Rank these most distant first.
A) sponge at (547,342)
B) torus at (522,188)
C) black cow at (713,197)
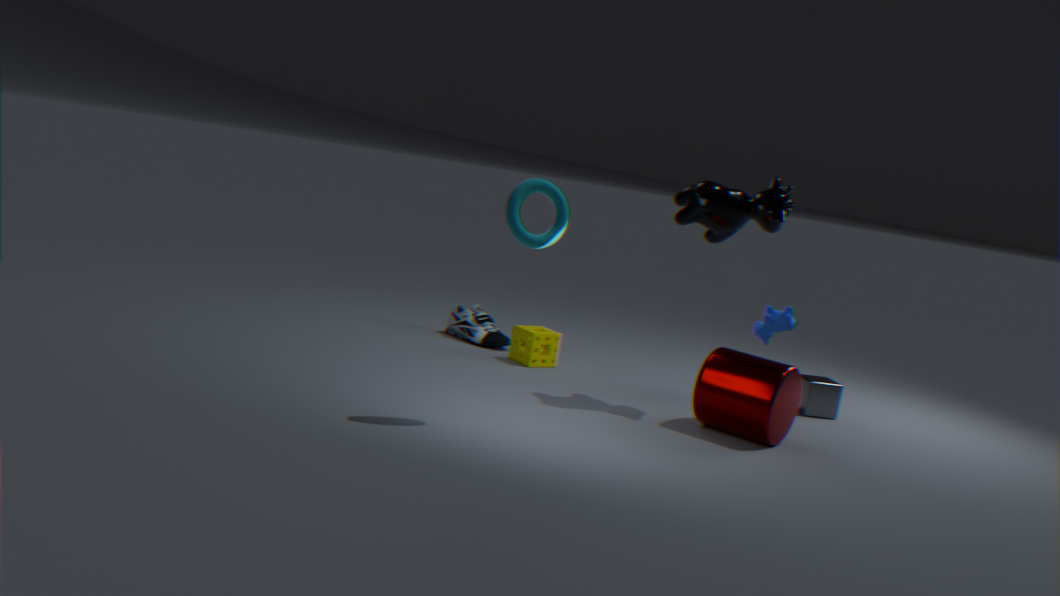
sponge at (547,342), black cow at (713,197), torus at (522,188)
